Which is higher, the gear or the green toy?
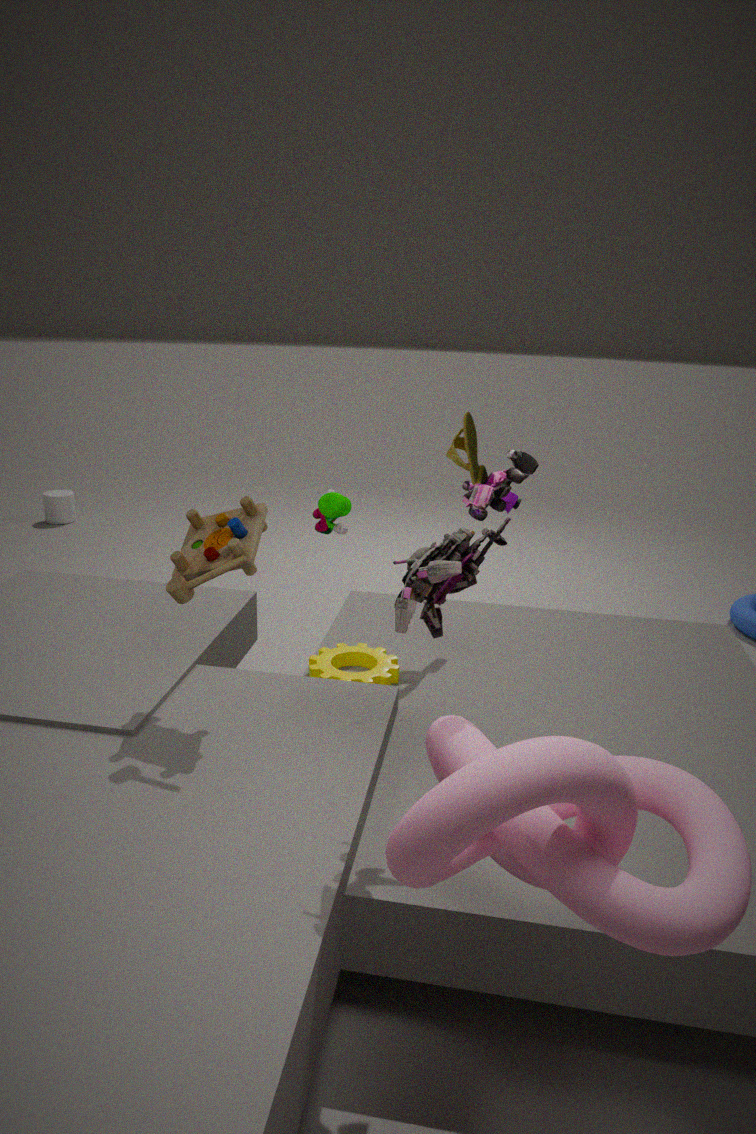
the green toy
